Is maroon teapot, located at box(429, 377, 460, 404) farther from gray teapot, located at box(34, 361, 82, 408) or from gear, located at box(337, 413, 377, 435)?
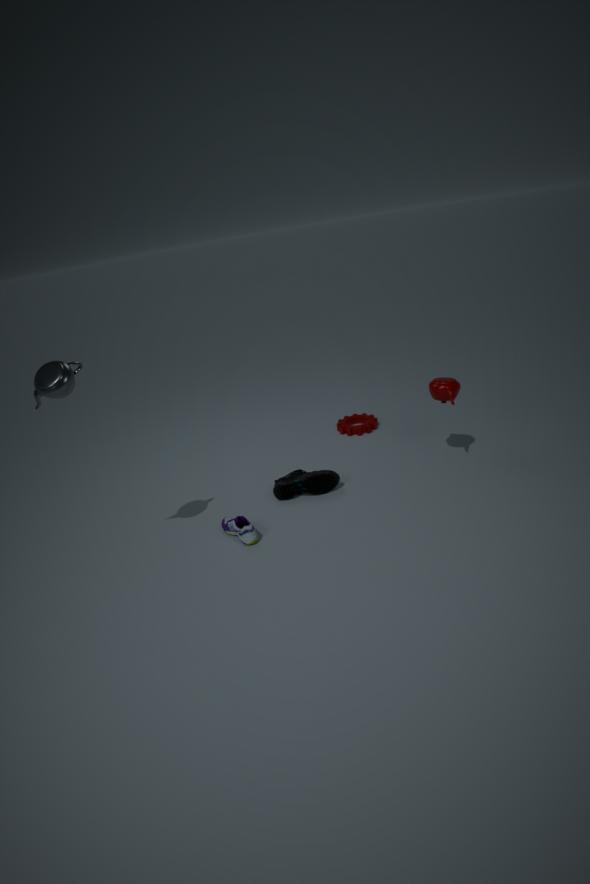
gray teapot, located at box(34, 361, 82, 408)
